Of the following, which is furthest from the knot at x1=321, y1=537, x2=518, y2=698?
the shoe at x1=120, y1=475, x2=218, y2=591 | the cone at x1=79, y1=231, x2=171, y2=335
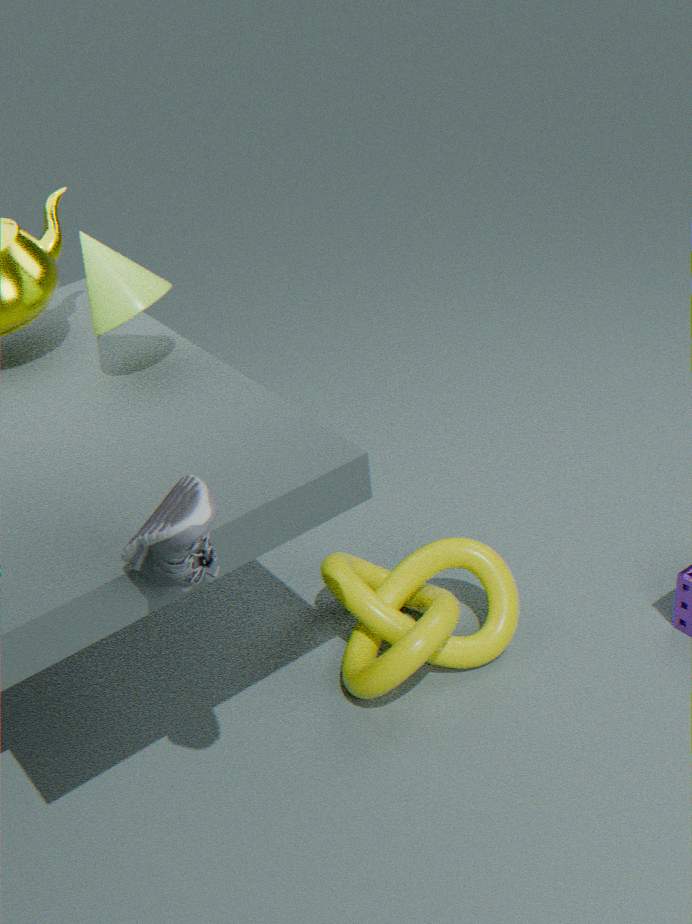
the cone at x1=79, y1=231, x2=171, y2=335
